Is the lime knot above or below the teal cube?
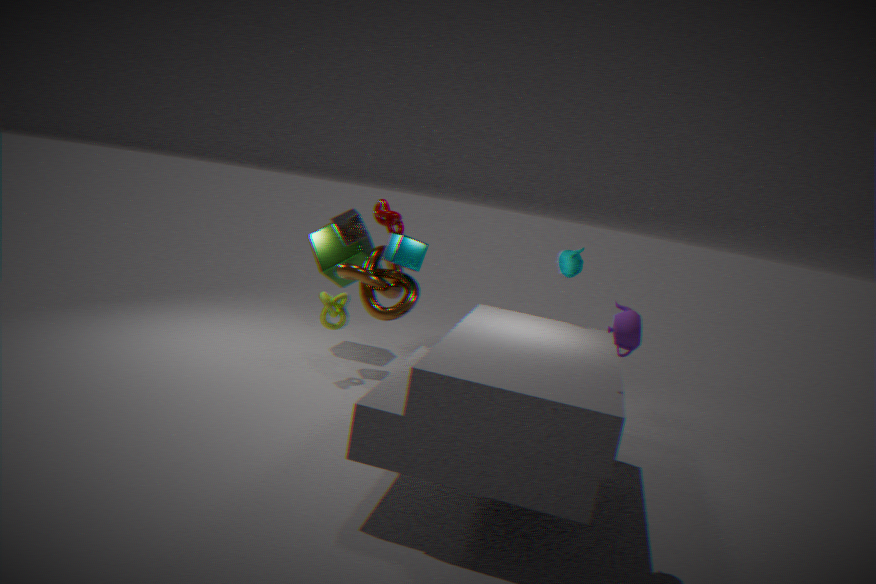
below
